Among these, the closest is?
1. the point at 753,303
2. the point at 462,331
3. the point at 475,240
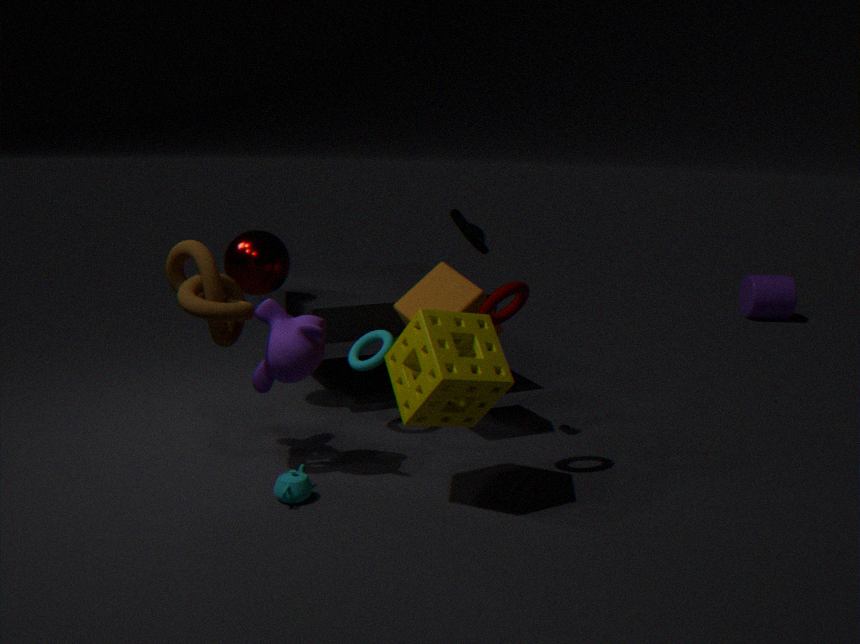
the point at 462,331
